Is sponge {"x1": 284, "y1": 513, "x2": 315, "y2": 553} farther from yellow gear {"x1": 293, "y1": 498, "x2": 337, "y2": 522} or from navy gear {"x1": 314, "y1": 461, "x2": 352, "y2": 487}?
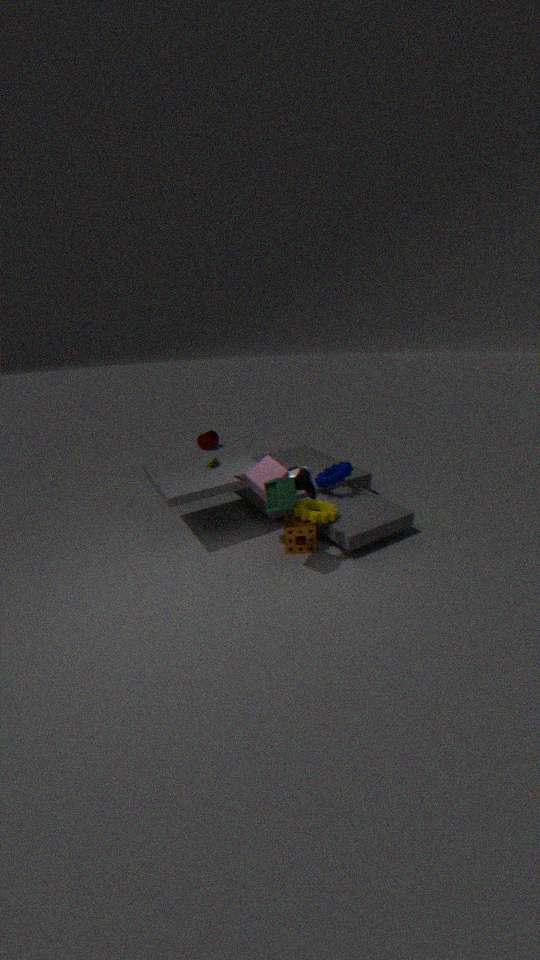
navy gear {"x1": 314, "y1": 461, "x2": 352, "y2": 487}
